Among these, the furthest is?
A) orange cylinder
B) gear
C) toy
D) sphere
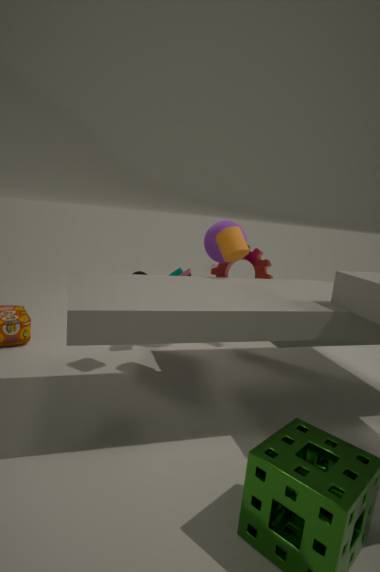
gear
